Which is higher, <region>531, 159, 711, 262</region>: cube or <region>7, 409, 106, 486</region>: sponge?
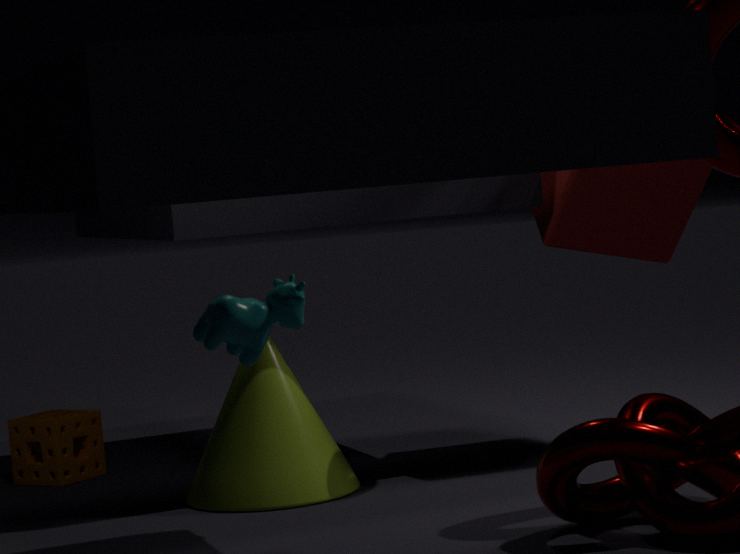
<region>531, 159, 711, 262</region>: cube
